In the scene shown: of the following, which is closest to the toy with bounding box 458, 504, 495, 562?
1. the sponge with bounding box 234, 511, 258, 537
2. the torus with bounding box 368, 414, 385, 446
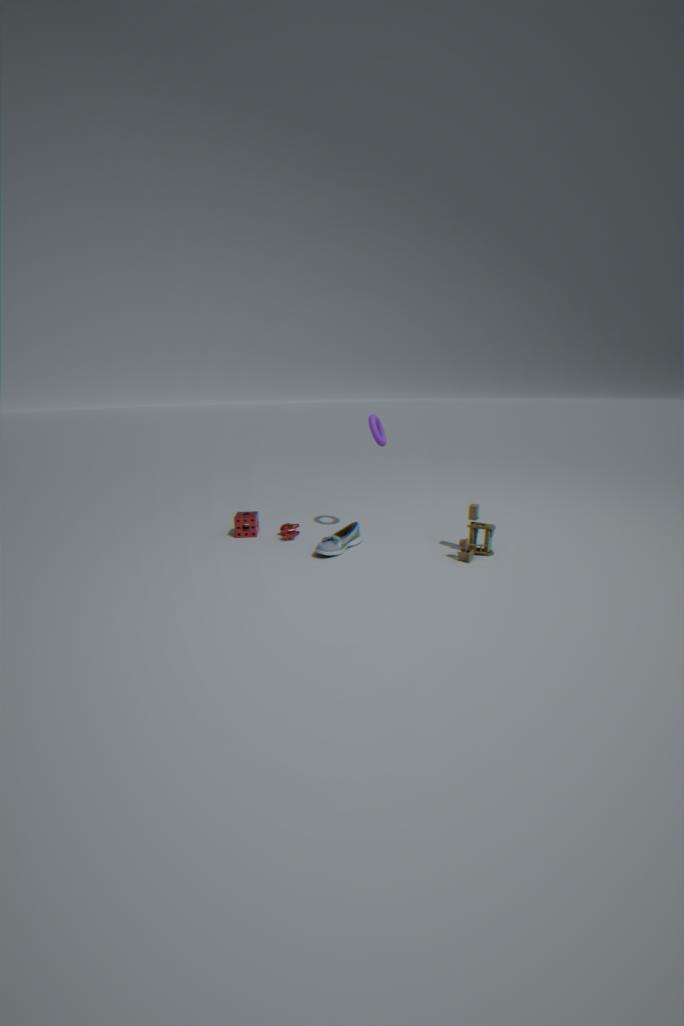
the torus with bounding box 368, 414, 385, 446
